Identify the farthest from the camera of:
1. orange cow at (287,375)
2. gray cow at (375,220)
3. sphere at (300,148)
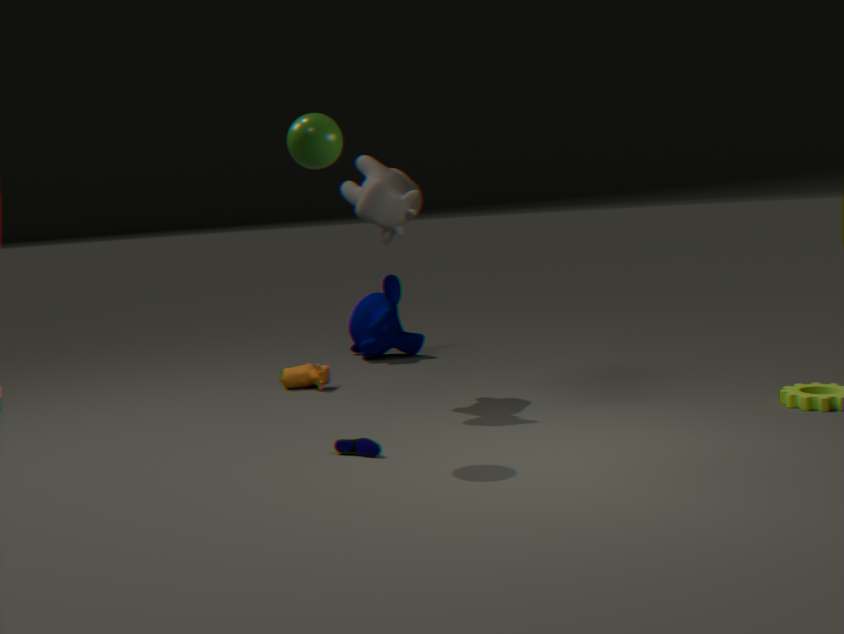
orange cow at (287,375)
